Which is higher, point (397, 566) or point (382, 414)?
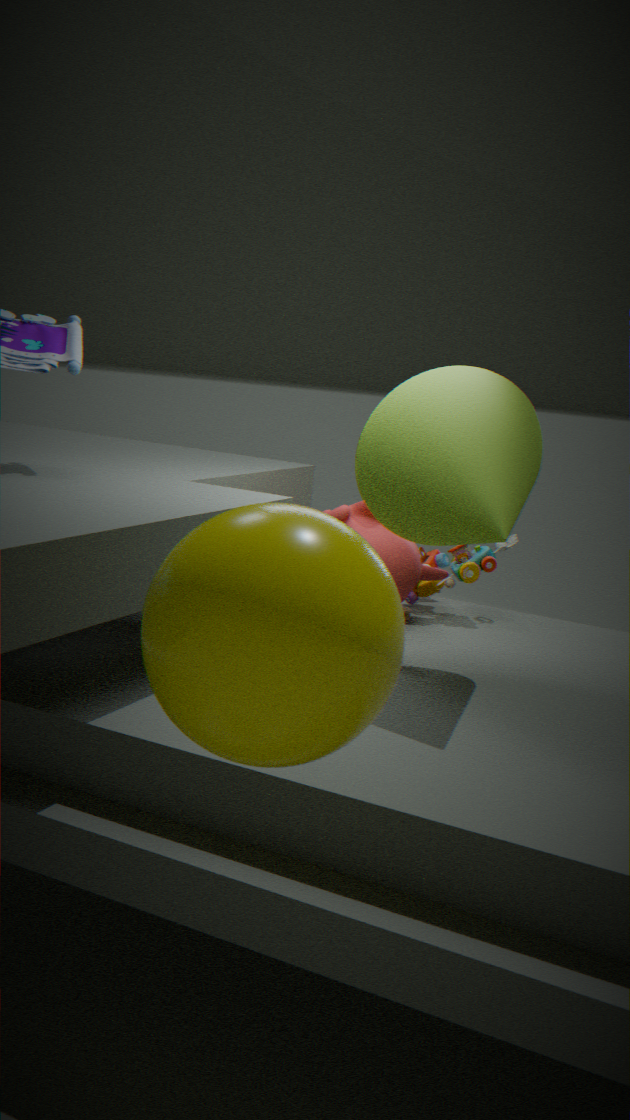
point (382, 414)
